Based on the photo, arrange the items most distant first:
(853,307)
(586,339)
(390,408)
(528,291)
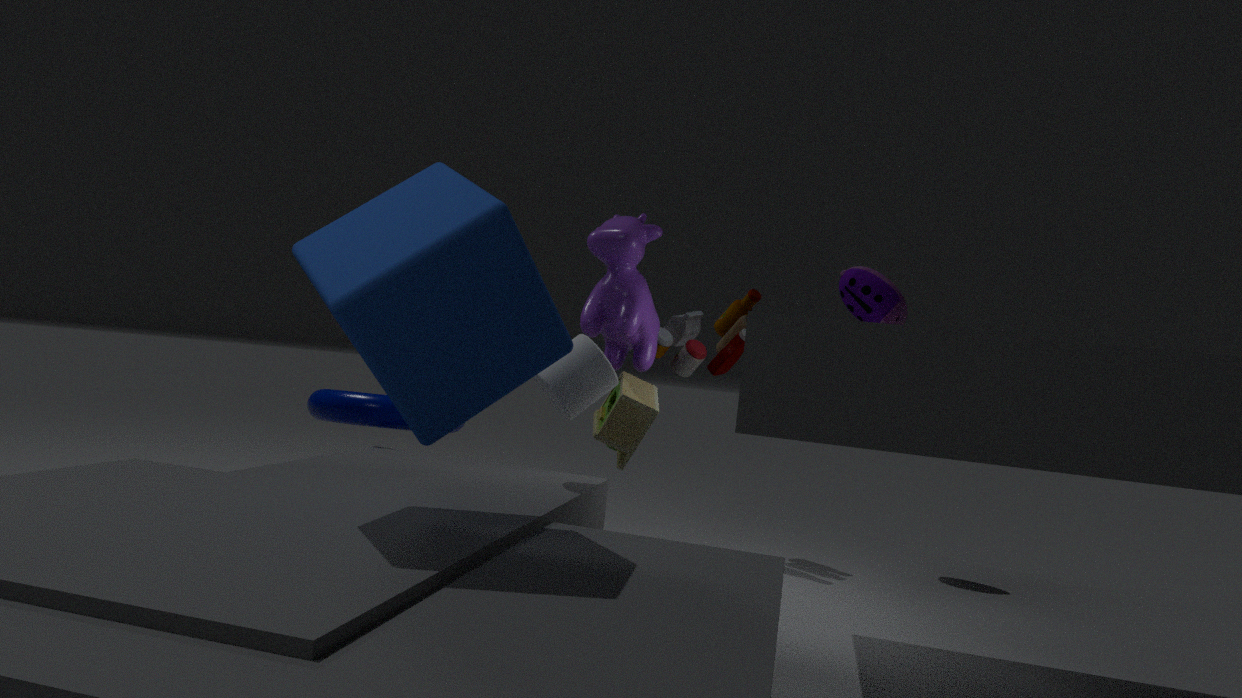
1. (853,307)
2. (390,408)
3. (586,339)
4. (528,291)
